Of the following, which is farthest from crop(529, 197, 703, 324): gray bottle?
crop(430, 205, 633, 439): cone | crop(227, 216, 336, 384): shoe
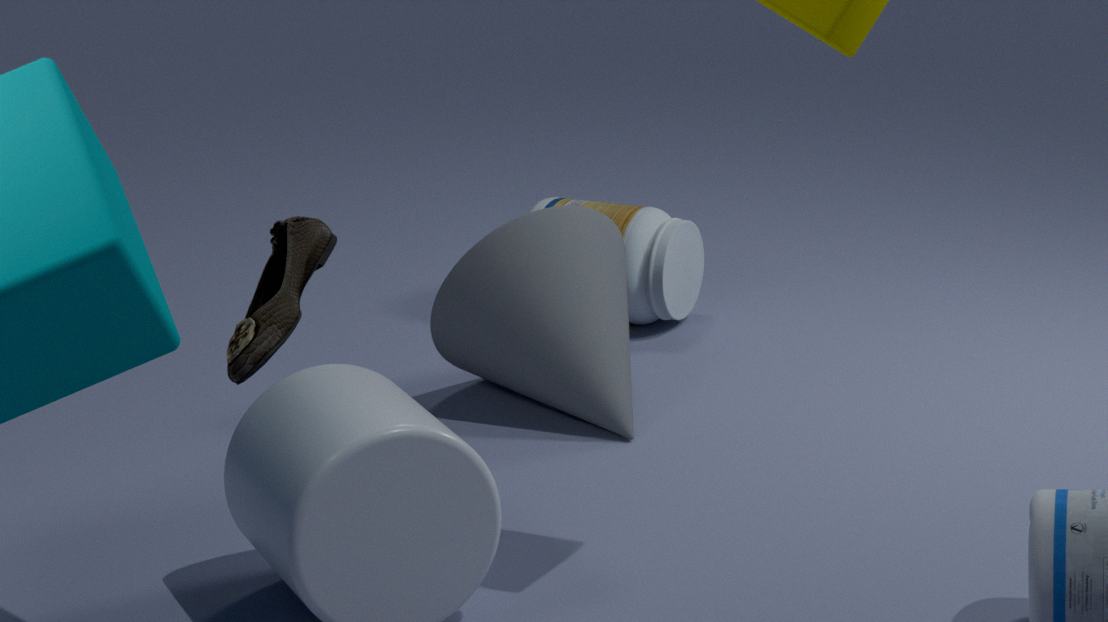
crop(227, 216, 336, 384): shoe
